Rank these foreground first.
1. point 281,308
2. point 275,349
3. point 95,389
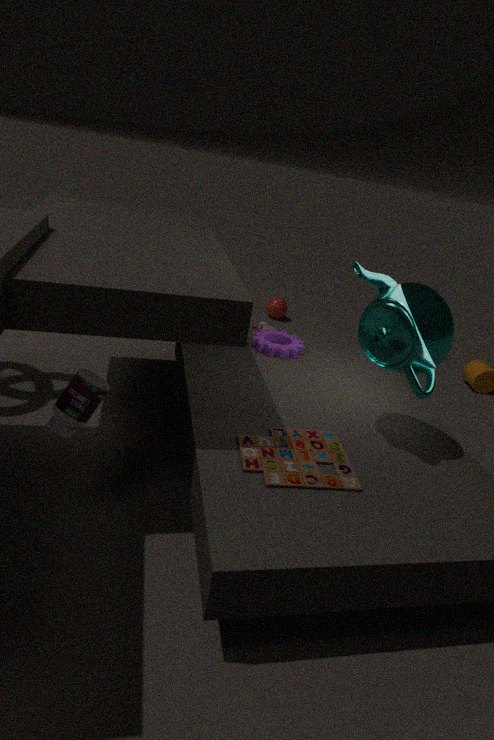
point 95,389 < point 275,349 < point 281,308
